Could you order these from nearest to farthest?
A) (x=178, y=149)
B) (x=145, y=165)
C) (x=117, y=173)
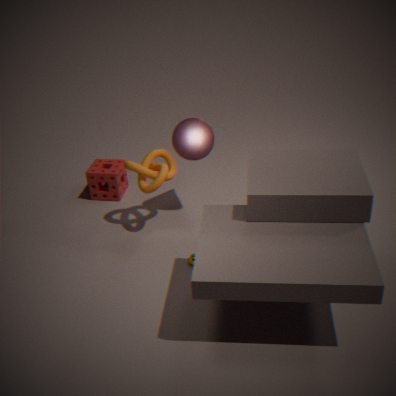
(x=145, y=165) → (x=178, y=149) → (x=117, y=173)
